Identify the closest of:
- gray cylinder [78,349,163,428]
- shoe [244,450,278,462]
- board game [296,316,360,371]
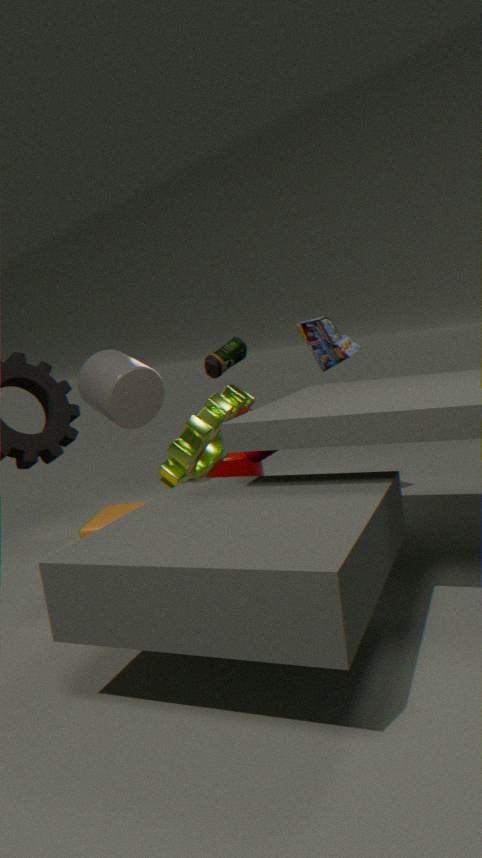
shoe [244,450,278,462]
